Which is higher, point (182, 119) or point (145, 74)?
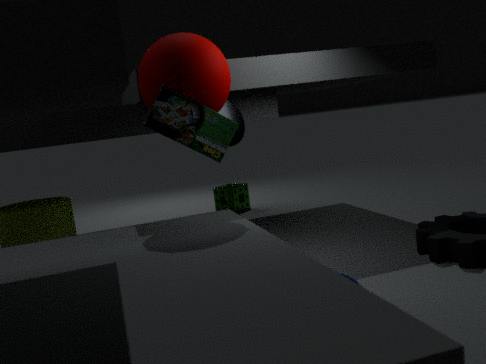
point (145, 74)
